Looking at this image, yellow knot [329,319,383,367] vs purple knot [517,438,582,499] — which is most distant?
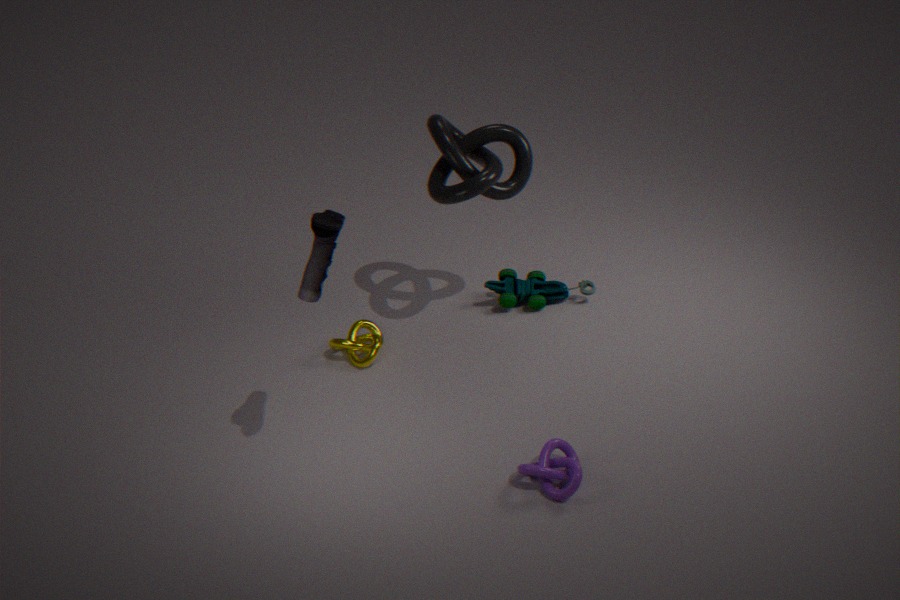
yellow knot [329,319,383,367]
